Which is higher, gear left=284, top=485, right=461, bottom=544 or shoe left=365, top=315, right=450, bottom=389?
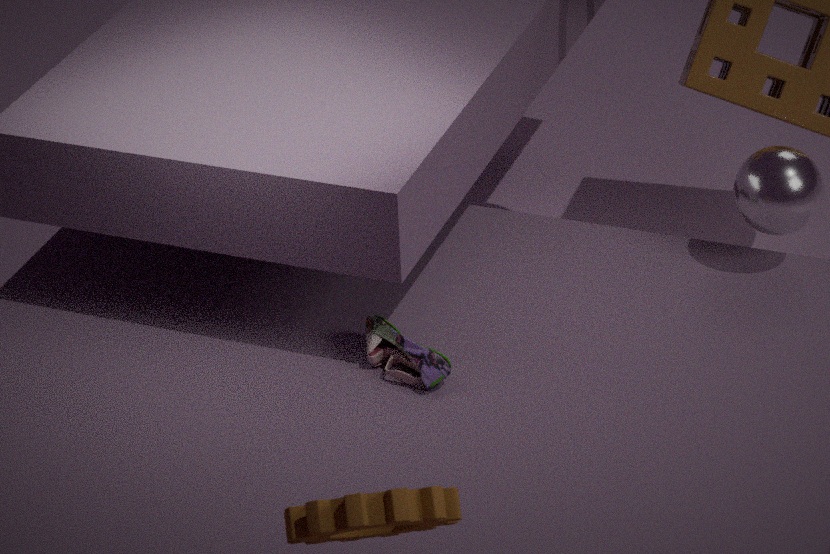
gear left=284, top=485, right=461, bottom=544
